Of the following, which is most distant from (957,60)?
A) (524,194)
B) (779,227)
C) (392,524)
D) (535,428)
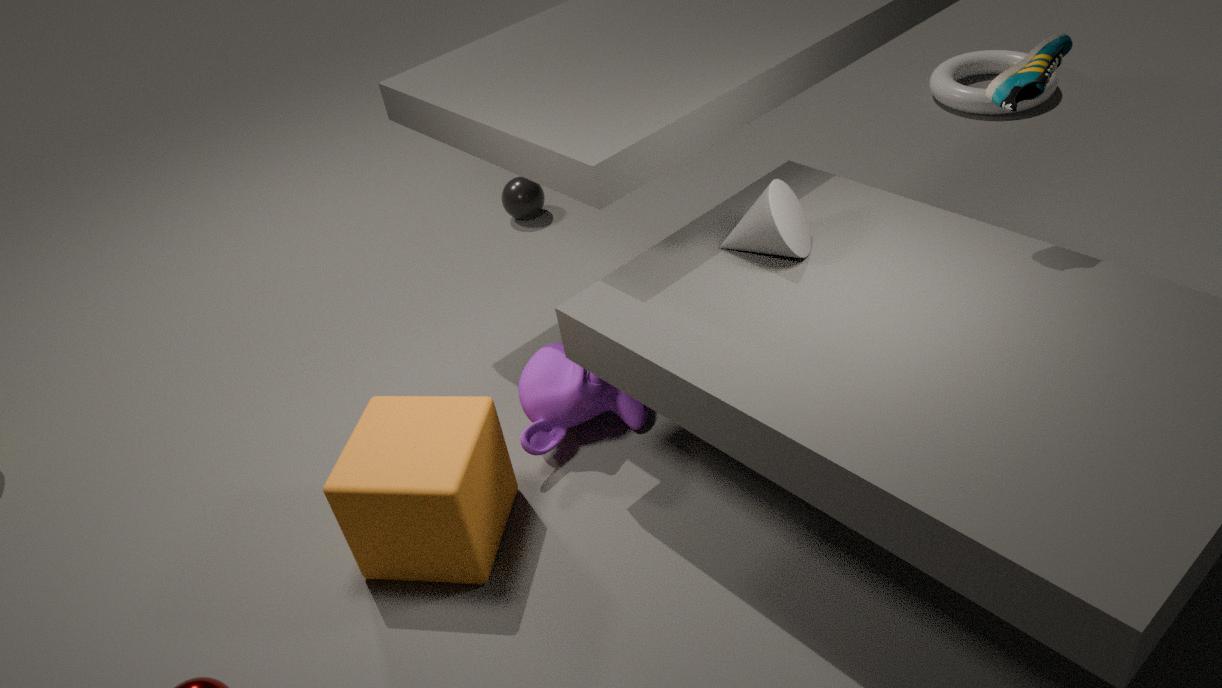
(392,524)
